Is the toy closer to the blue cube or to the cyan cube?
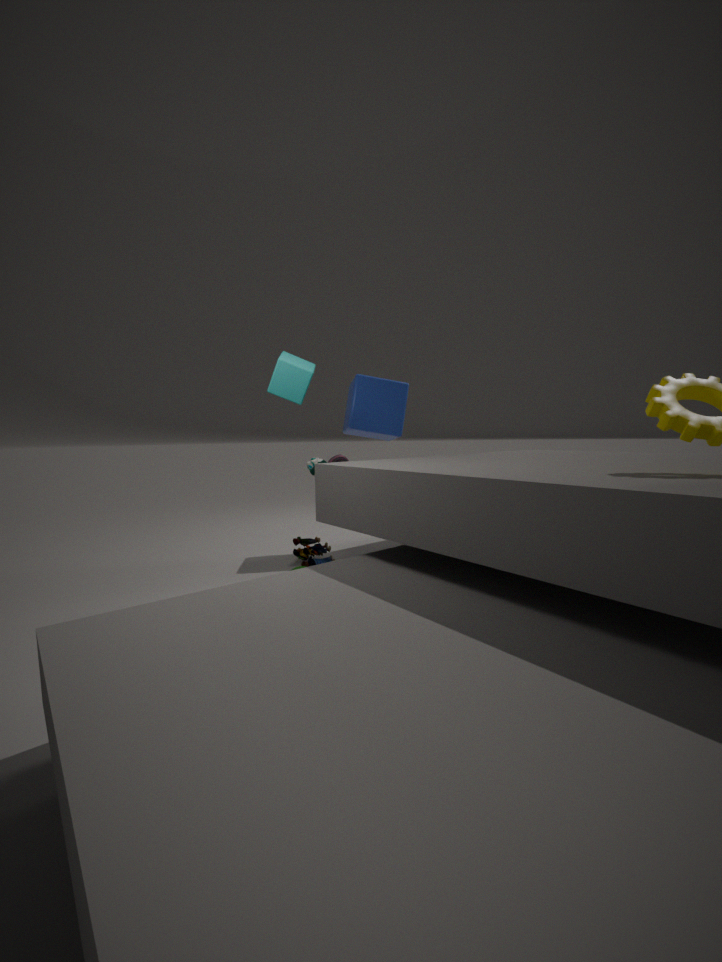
the blue cube
